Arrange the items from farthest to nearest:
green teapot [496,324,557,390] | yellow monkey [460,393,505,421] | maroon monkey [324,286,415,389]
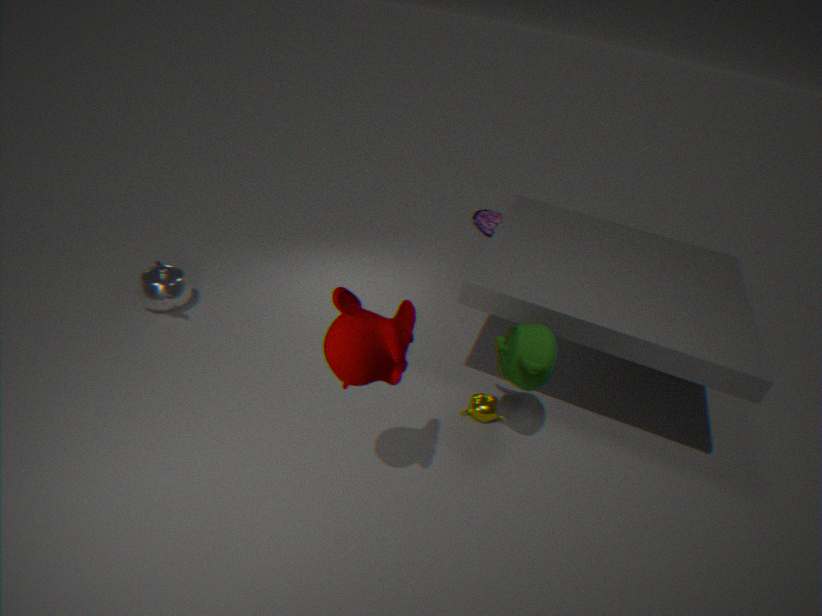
yellow monkey [460,393,505,421]
green teapot [496,324,557,390]
maroon monkey [324,286,415,389]
